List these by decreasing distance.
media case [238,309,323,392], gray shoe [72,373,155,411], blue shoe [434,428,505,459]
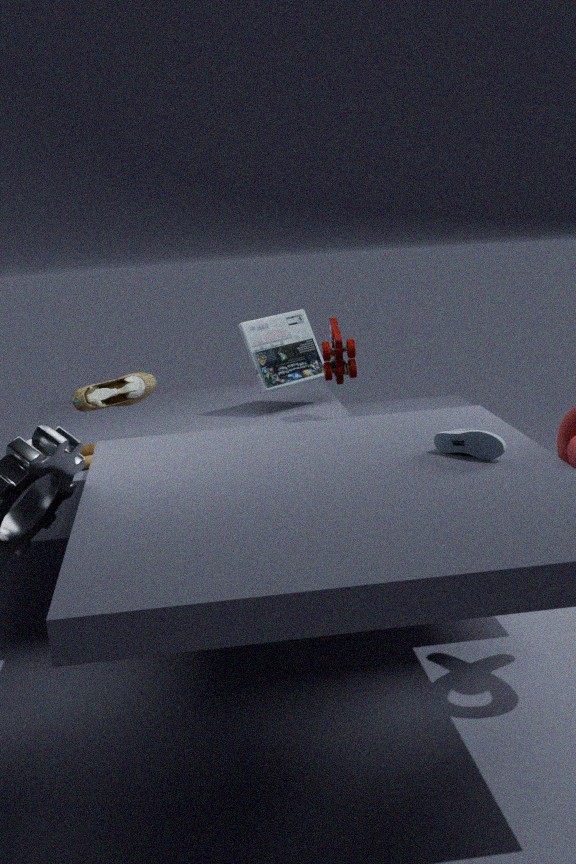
media case [238,309,323,392], gray shoe [72,373,155,411], blue shoe [434,428,505,459]
